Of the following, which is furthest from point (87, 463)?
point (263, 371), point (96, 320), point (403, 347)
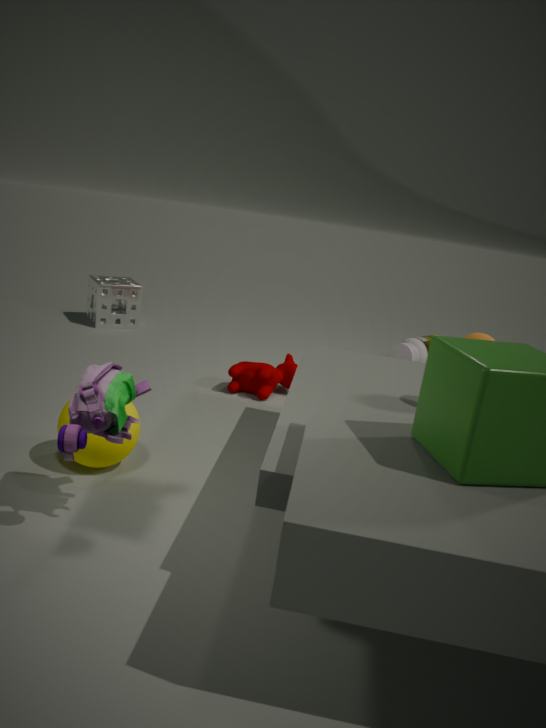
point (403, 347)
